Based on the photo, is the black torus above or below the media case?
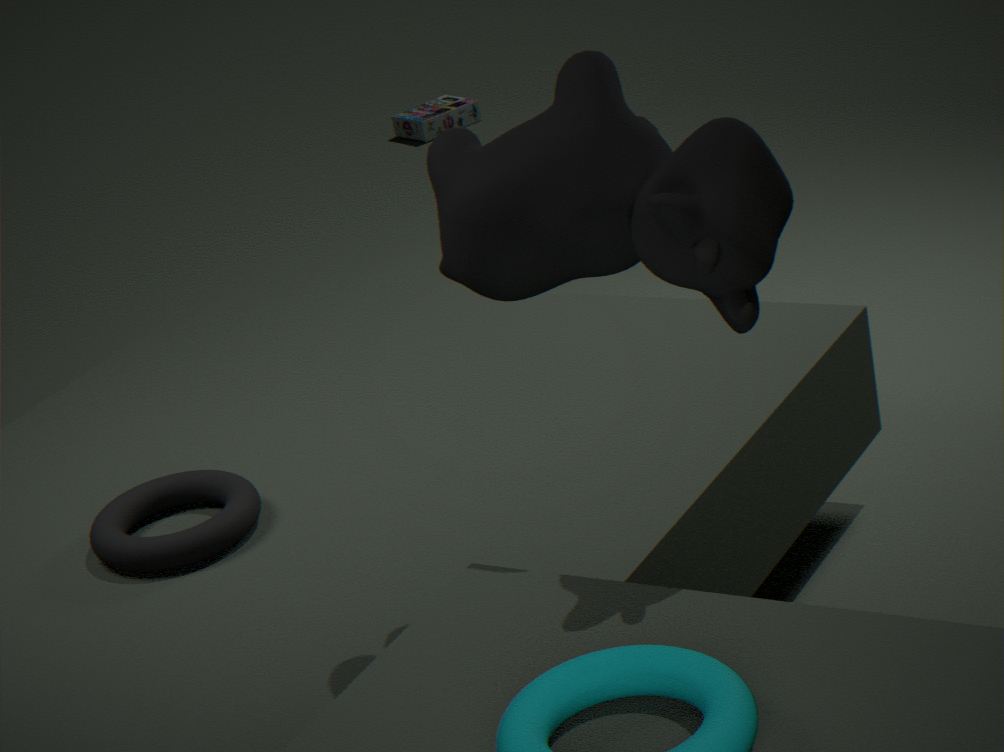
above
